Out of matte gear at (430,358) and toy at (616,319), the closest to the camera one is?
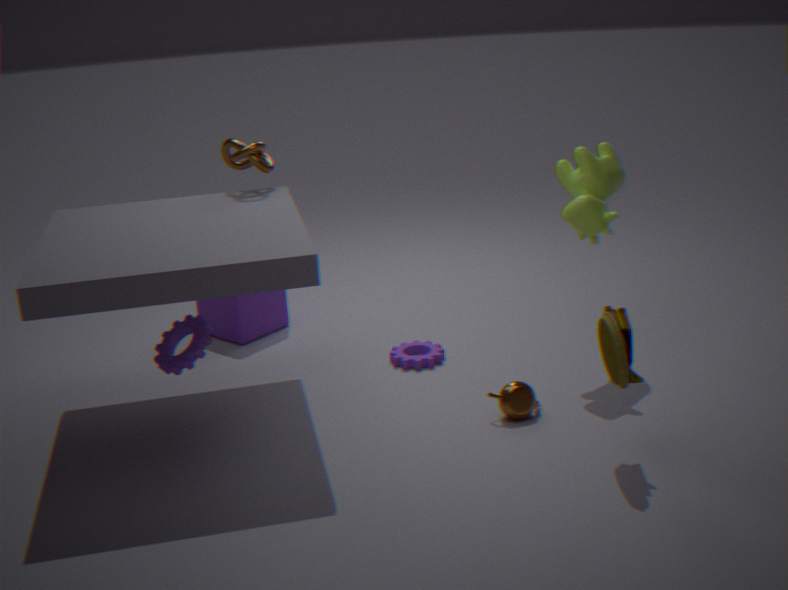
toy at (616,319)
